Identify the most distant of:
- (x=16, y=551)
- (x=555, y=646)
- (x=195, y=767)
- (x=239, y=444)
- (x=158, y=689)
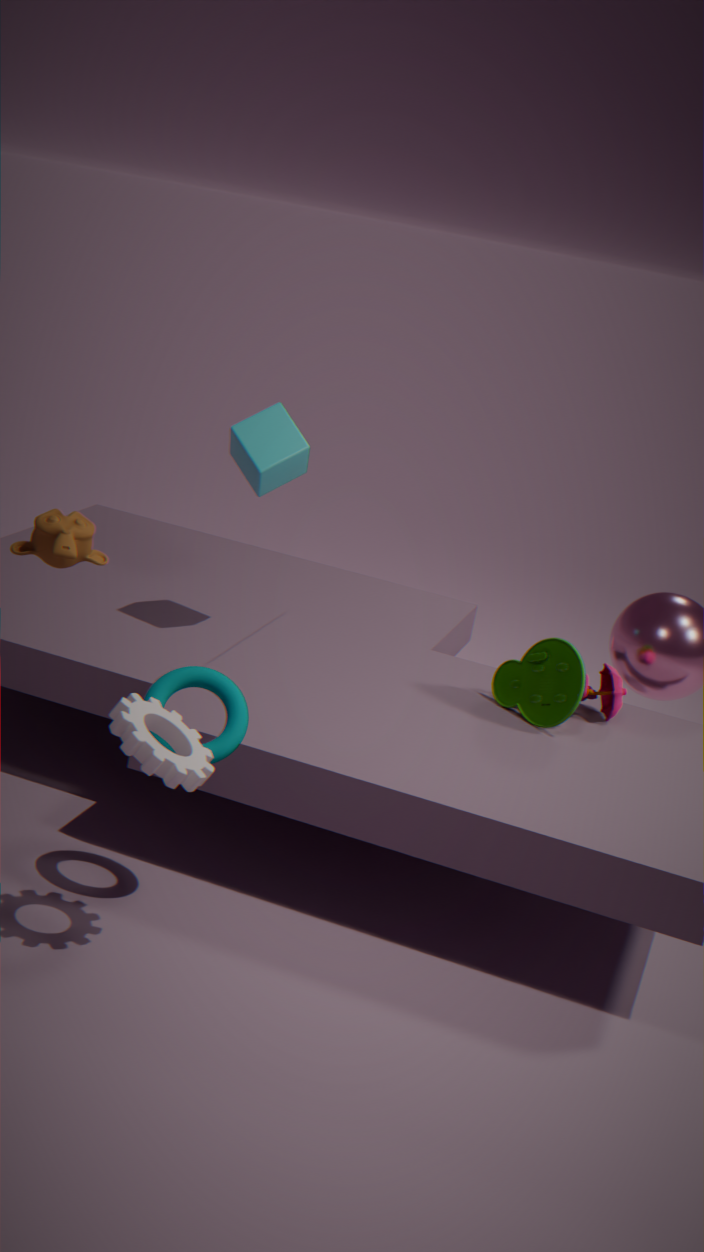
(x=239, y=444)
